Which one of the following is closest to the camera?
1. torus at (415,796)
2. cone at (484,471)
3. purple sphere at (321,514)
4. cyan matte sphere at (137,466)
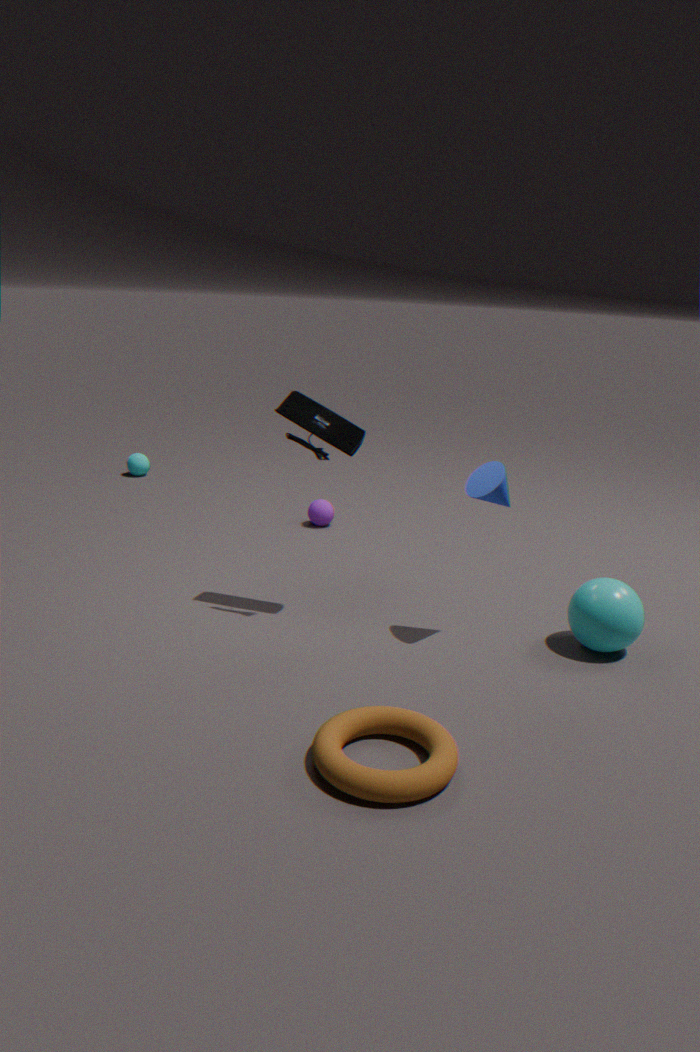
torus at (415,796)
